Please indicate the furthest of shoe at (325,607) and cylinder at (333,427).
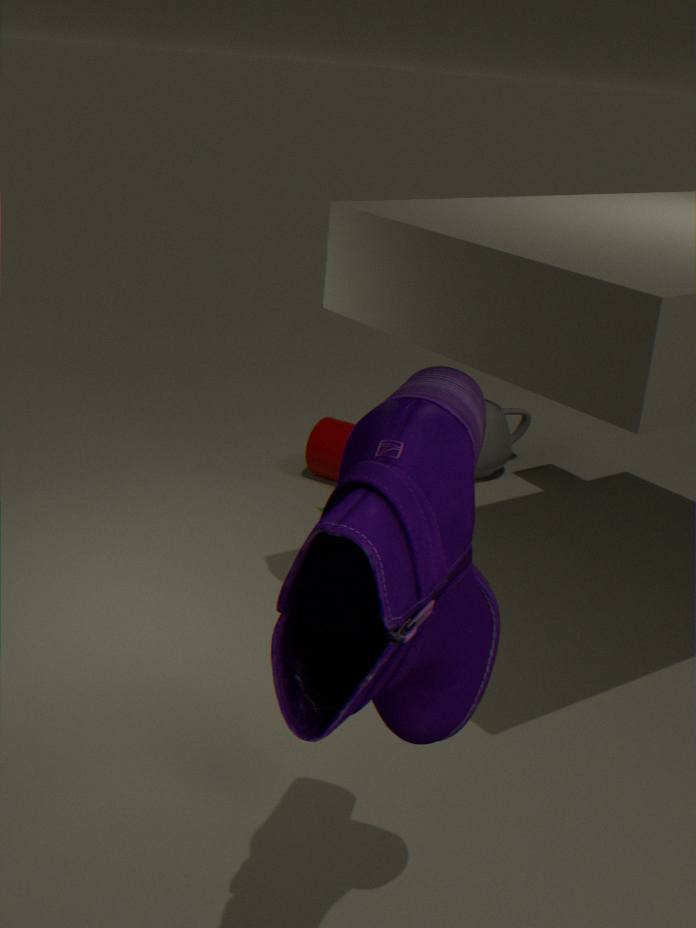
cylinder at (333,427)
